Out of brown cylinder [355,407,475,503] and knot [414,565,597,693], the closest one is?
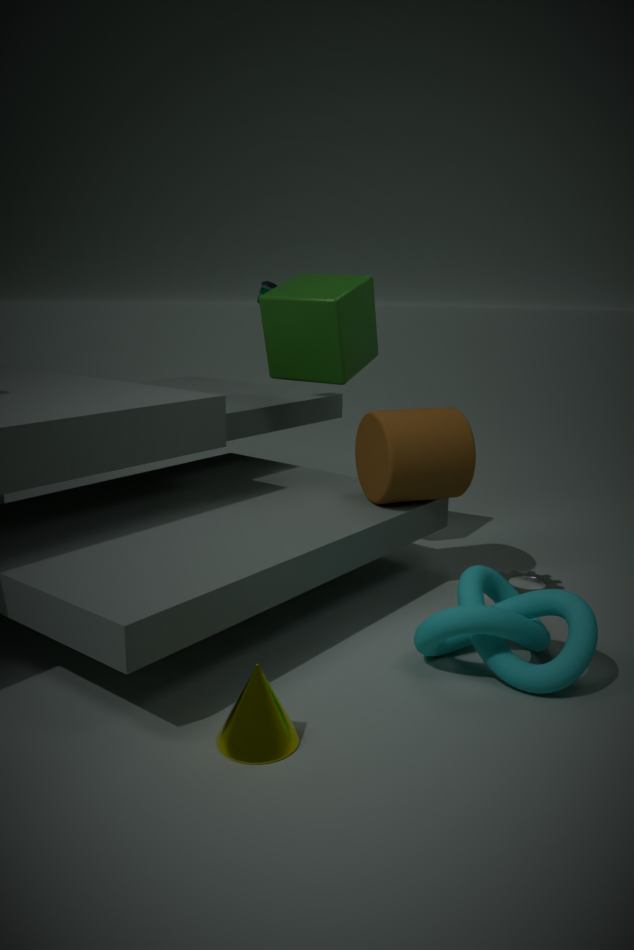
knot [414,565,597,693]
